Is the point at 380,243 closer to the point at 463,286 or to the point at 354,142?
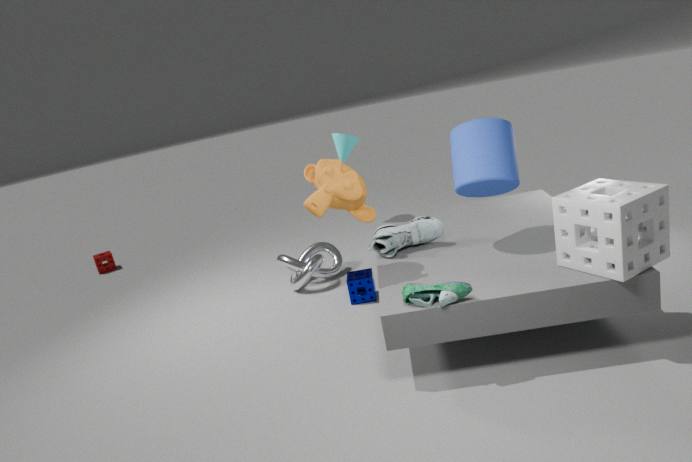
the point at 463,286
